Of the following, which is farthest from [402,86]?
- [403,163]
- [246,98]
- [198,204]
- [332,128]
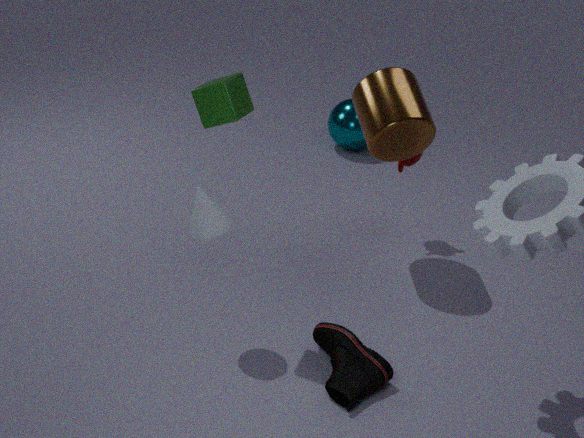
[332,128]
